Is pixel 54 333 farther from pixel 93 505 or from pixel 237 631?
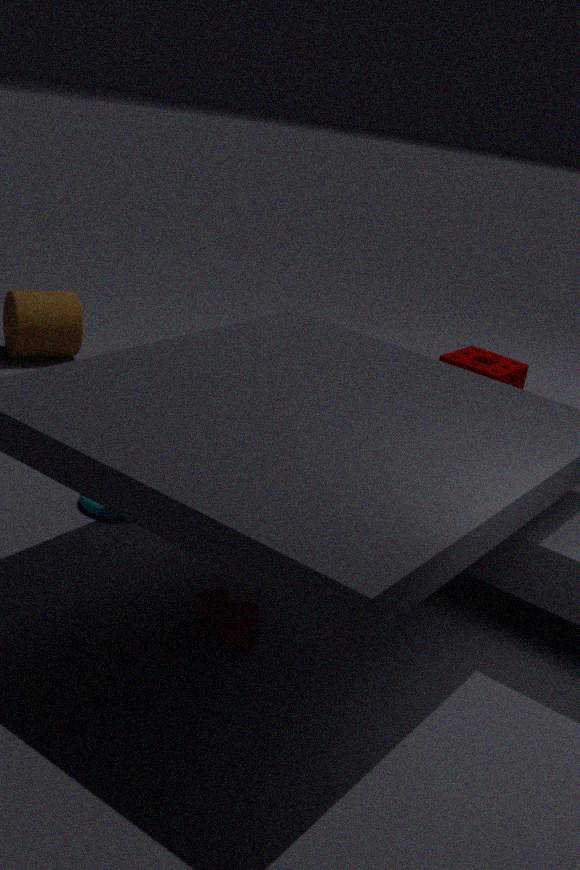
pixel 237 631
